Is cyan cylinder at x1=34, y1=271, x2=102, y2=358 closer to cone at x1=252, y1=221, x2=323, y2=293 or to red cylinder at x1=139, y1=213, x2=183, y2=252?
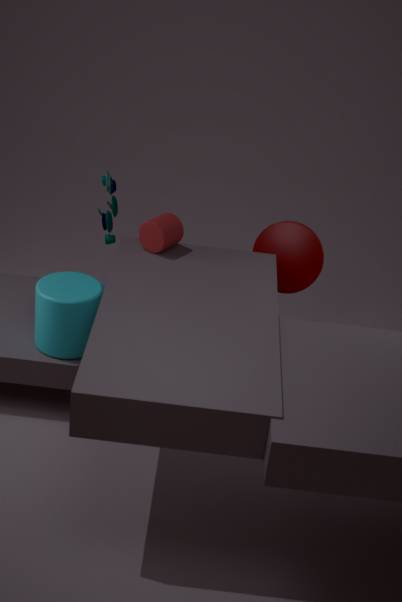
red cylinder at x1=139, y1=213, x2=183, y2=252
